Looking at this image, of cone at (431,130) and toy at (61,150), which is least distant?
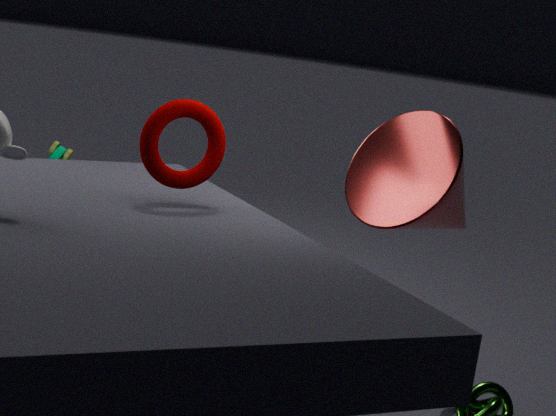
cone at (431,130)
